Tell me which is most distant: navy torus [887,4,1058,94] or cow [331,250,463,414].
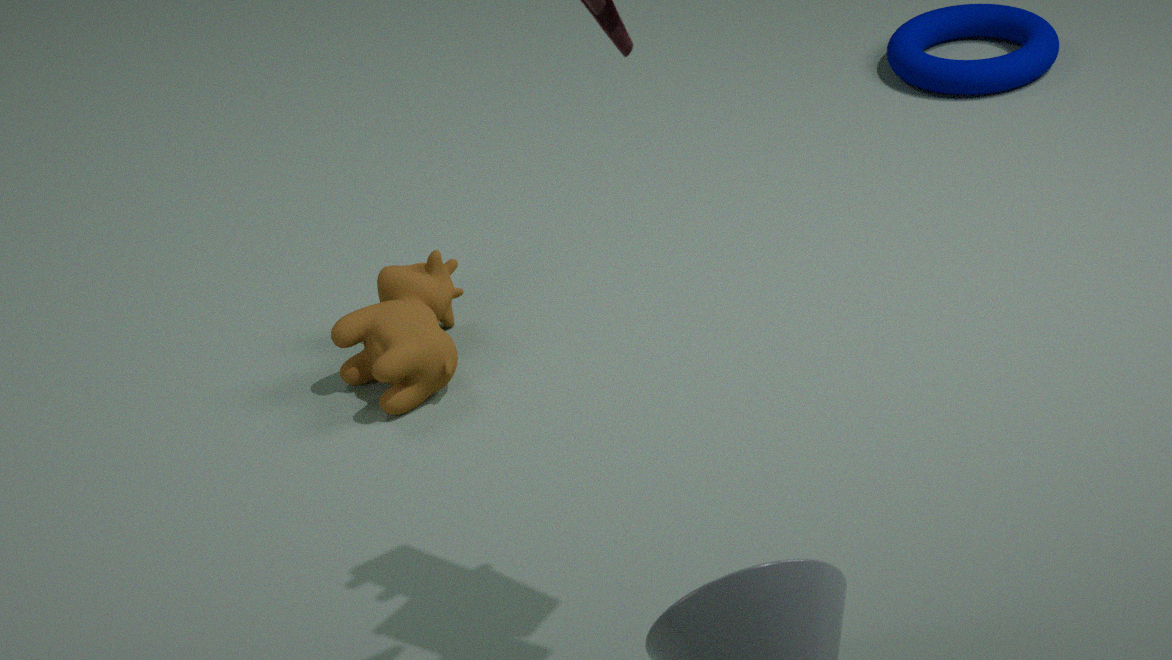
navy torus [887,4,1058,94]
